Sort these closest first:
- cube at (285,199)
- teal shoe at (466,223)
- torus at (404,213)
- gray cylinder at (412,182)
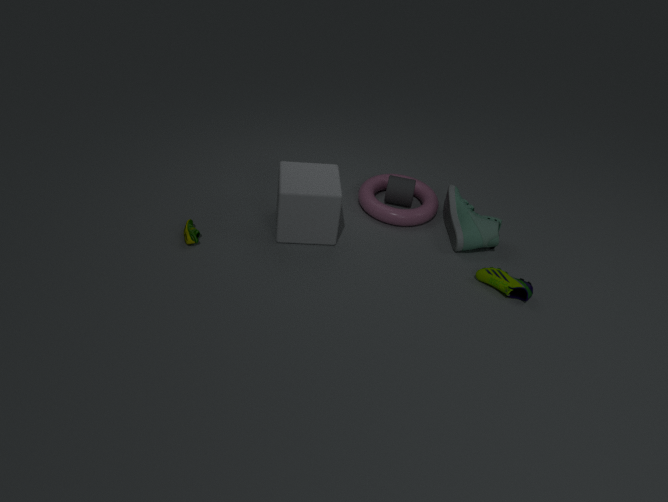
cube at (285,199)
teal shoe at (466,223)
torus at (404,213)
gray cylinder at (412,182)
